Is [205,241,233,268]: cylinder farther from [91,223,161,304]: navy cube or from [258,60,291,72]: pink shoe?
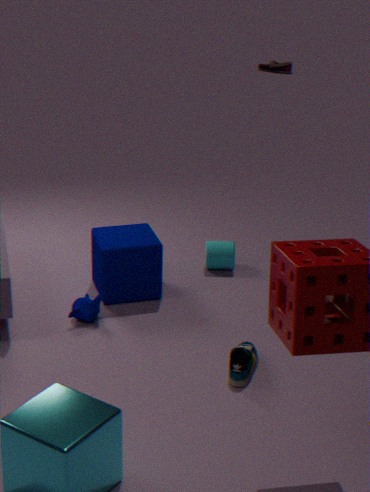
[258,60,291,72]: pink shoe
